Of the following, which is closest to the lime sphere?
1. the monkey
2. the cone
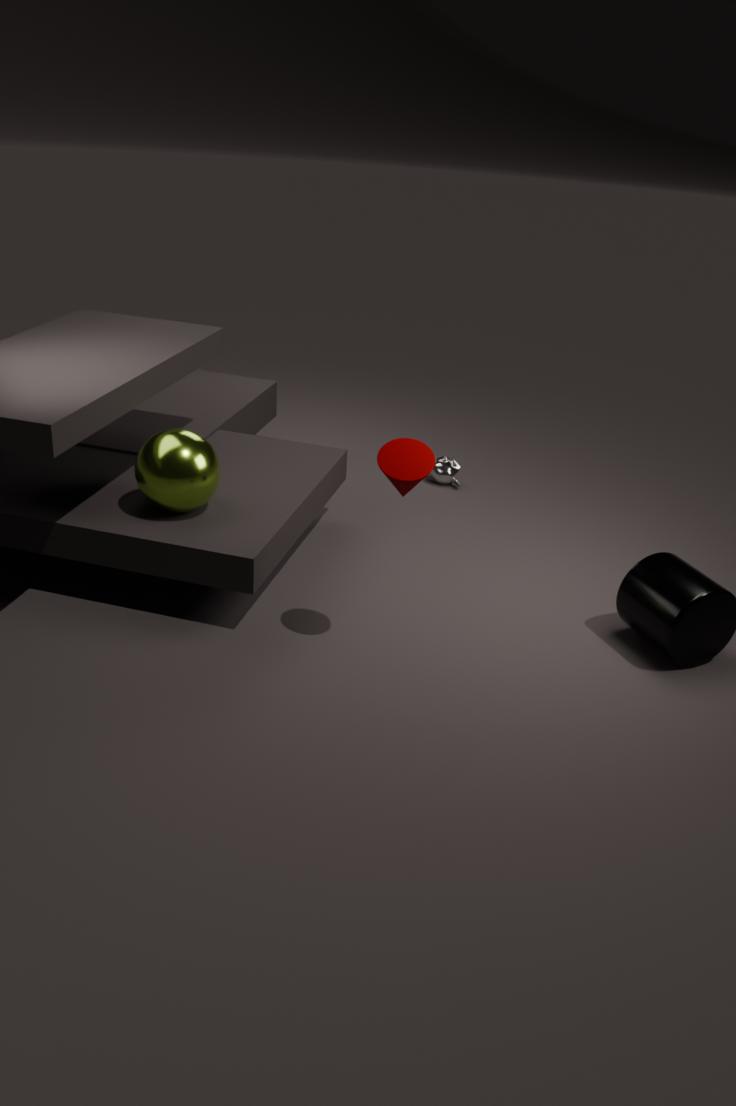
the cone
